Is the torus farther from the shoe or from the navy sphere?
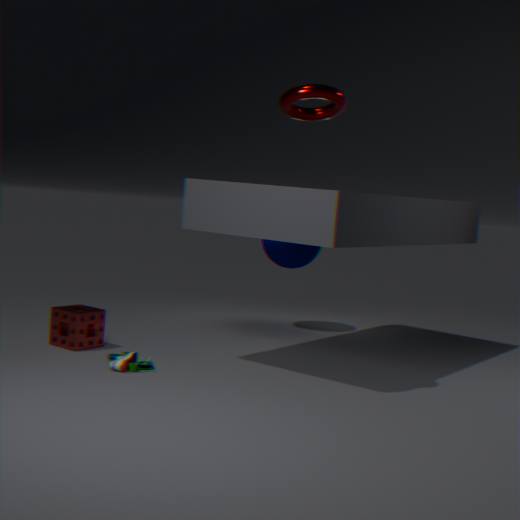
the navy sphere
